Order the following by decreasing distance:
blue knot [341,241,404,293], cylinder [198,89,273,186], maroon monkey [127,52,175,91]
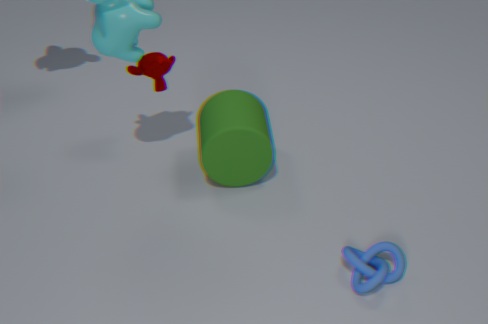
maroon monkey [127,52,175,91] < cylinder [198,89,273,186] < blue knot [341,241,404,293]
